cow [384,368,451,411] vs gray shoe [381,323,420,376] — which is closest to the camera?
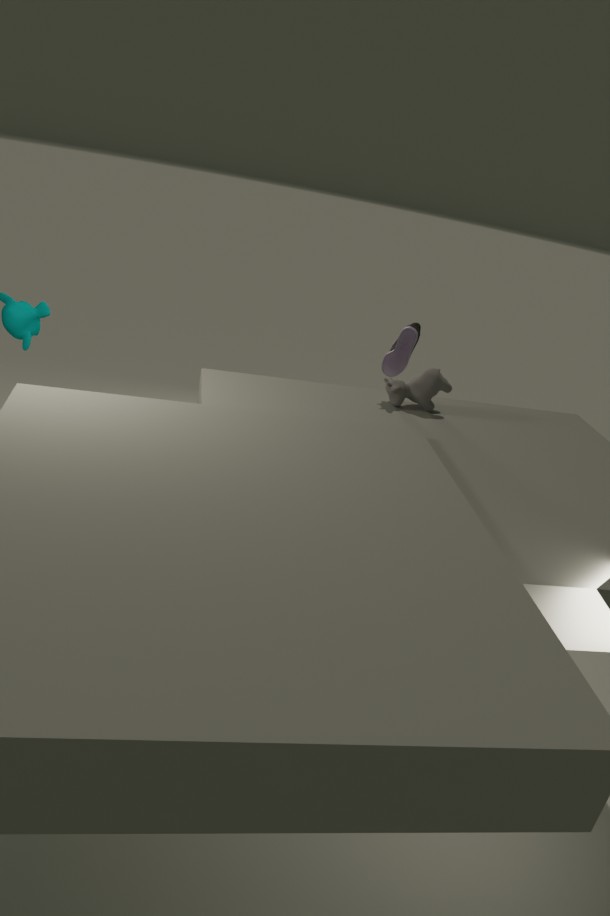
cow [384,368,451,411]
